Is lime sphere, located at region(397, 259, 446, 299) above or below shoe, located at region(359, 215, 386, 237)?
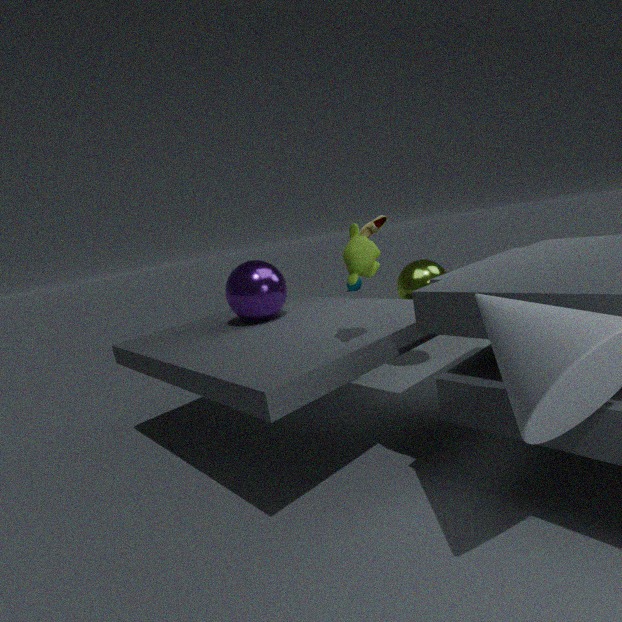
below
